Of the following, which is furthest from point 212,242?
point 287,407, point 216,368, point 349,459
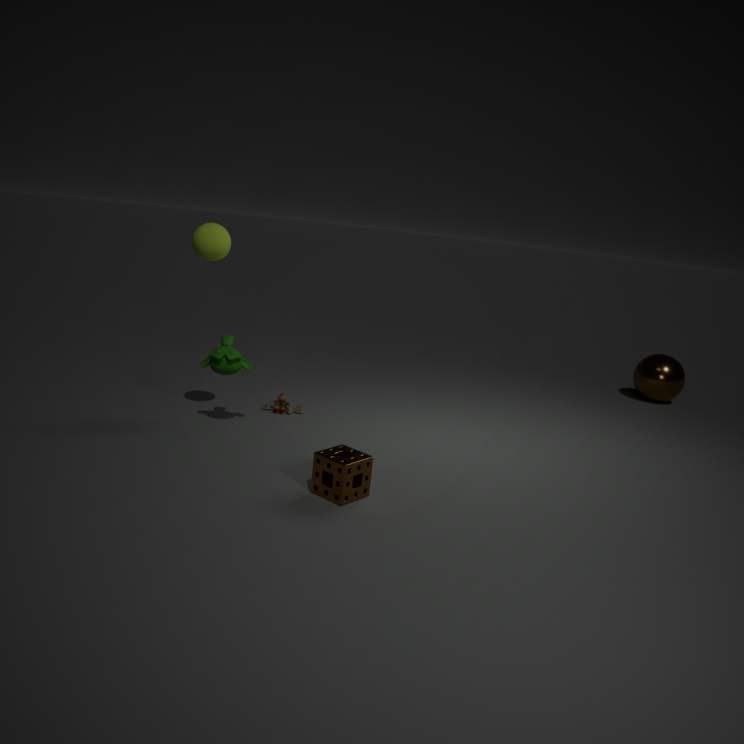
point 349,459
